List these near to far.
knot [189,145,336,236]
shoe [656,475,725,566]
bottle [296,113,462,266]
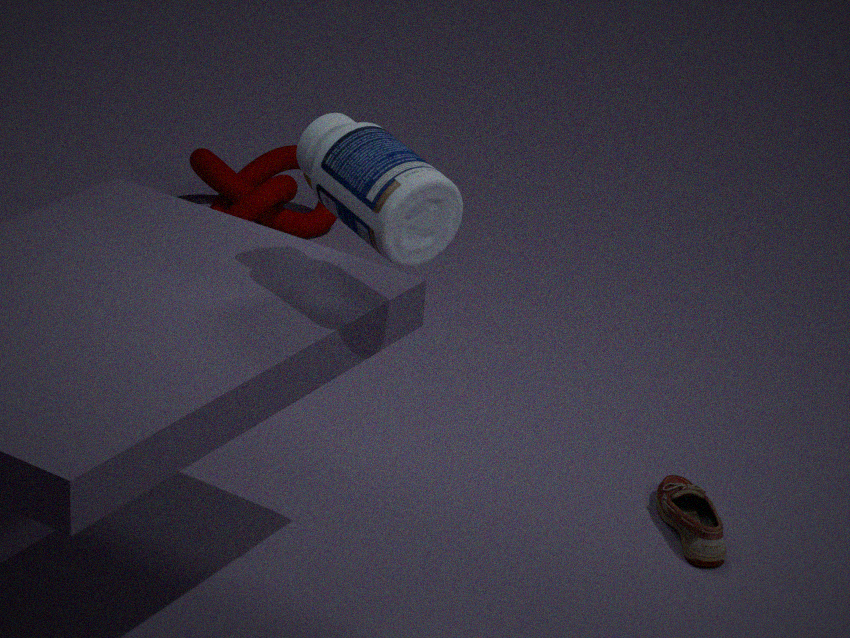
bottle [296,113,462,266]
shoe [656,475,725,566]
knot [189,145,336,236]
